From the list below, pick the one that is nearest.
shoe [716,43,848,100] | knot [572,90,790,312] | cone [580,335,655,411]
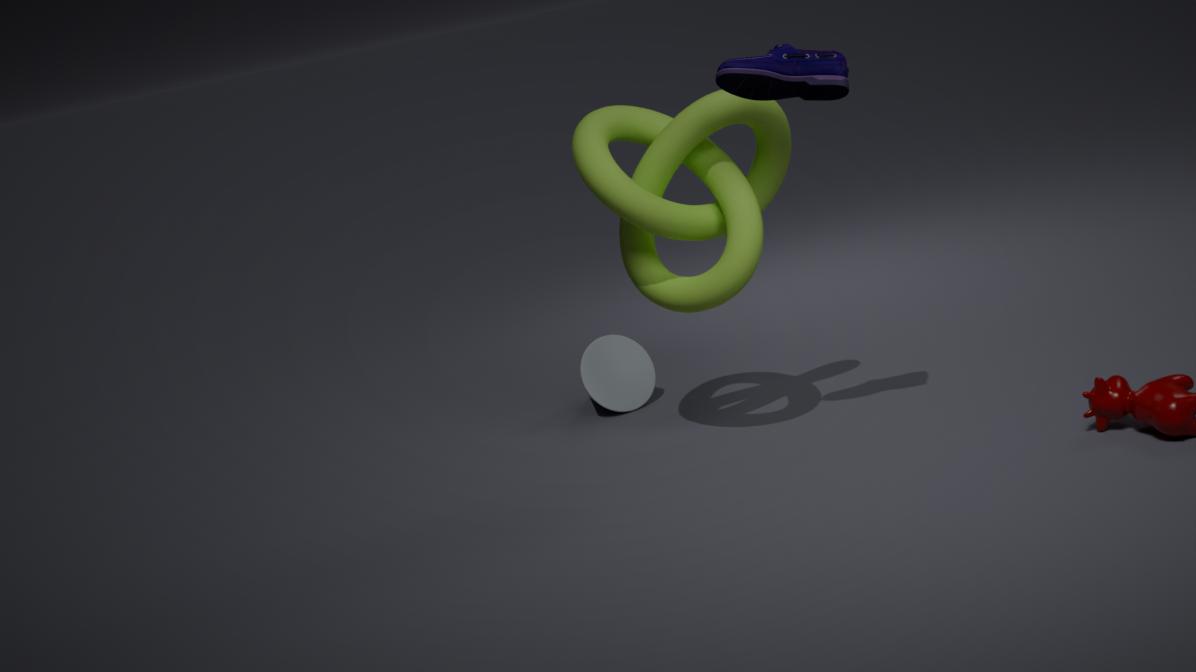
shoe [716,43,848,100]
